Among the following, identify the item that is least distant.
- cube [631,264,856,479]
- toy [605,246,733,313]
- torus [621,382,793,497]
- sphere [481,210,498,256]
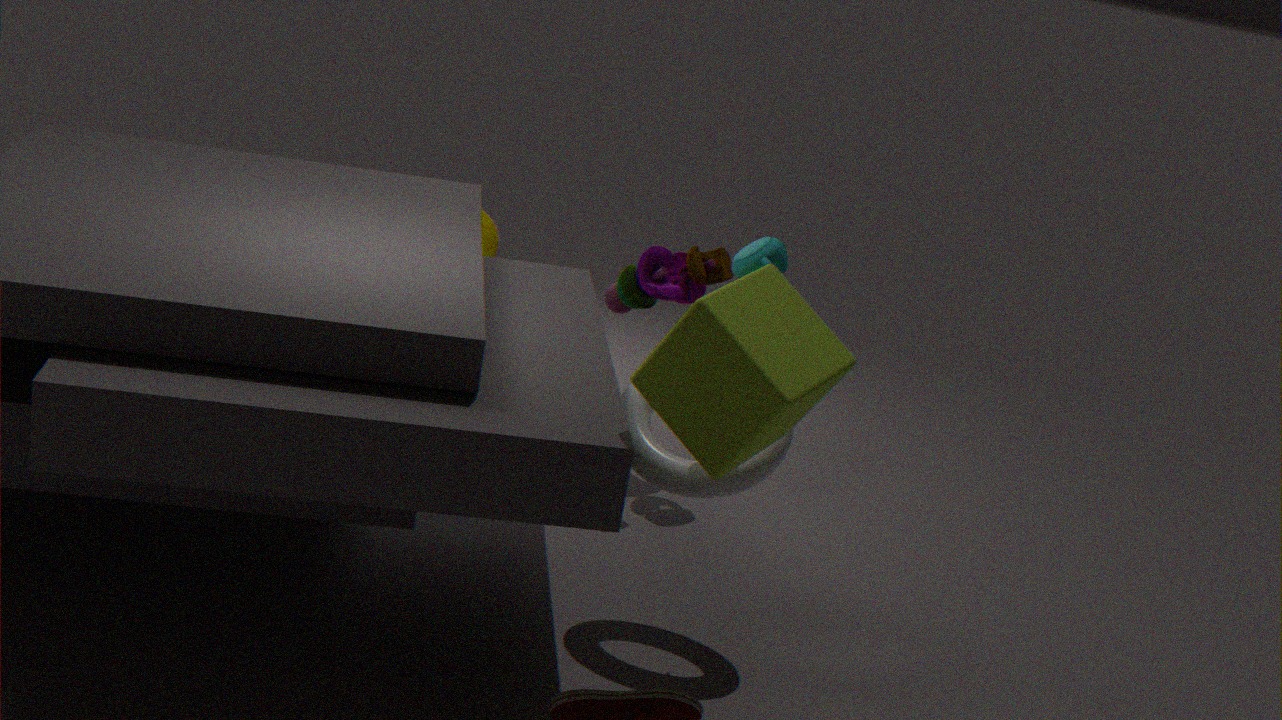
cube [631,264,856,479]
